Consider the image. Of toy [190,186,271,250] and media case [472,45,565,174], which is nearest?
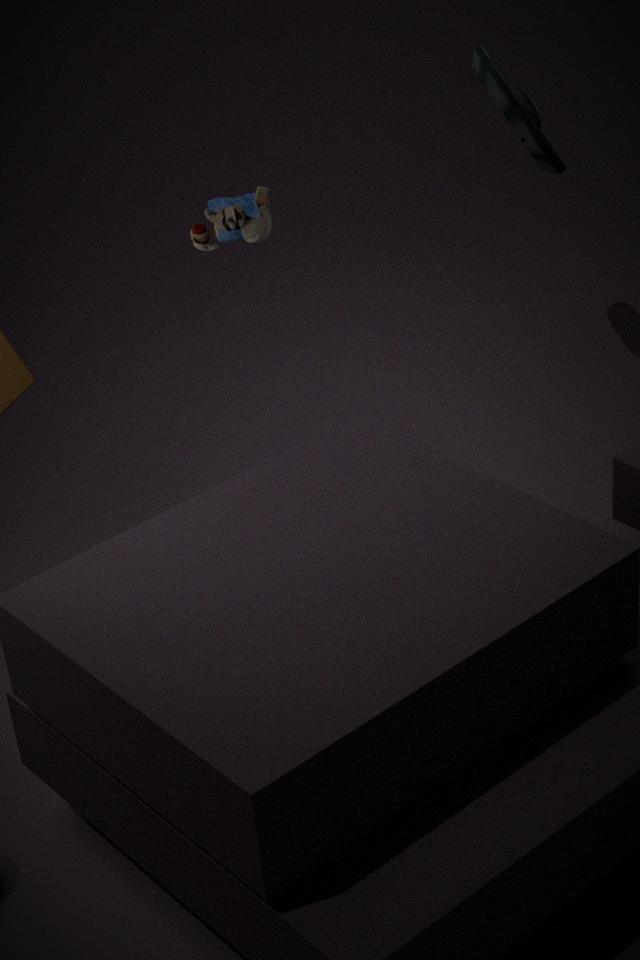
toy [190,186,271,250]
